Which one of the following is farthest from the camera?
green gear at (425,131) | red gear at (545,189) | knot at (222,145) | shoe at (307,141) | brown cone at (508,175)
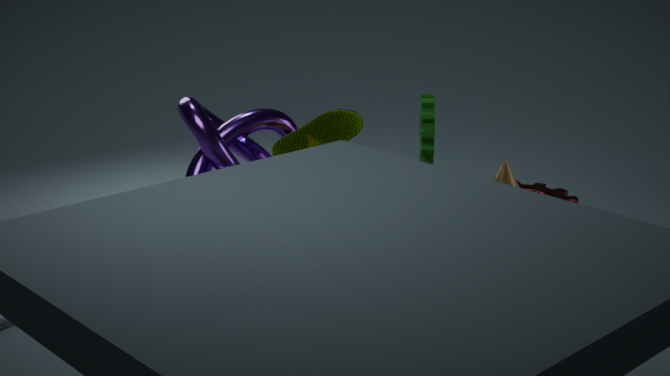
red gear at (545,189)
